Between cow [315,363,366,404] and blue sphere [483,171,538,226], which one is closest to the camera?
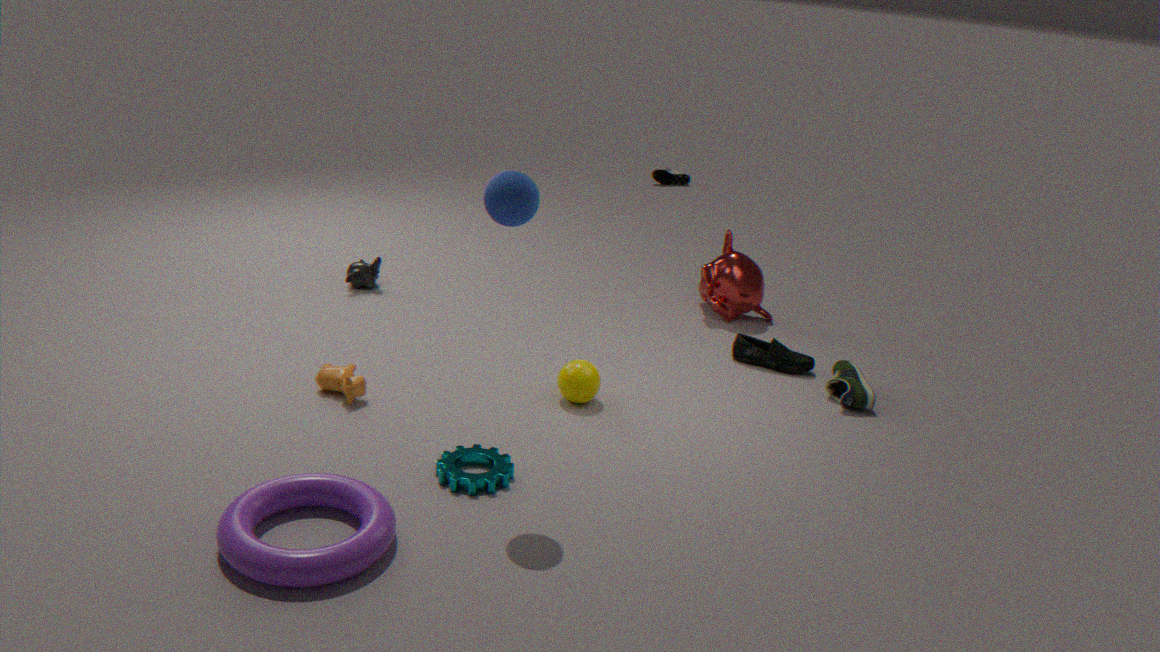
blue sphere [483,171,538,226]
